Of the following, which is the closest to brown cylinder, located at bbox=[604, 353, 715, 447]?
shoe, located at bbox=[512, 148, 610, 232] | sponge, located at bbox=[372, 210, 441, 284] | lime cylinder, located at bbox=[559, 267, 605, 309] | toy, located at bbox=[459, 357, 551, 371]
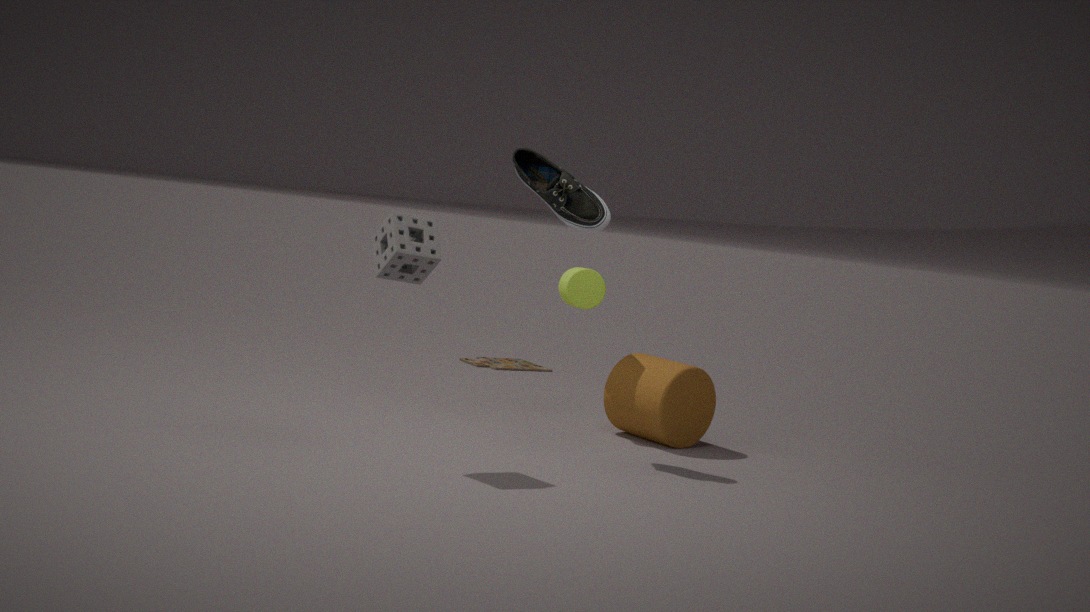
lime cylinder, located at bbox=[559, 267, 605, 309]
